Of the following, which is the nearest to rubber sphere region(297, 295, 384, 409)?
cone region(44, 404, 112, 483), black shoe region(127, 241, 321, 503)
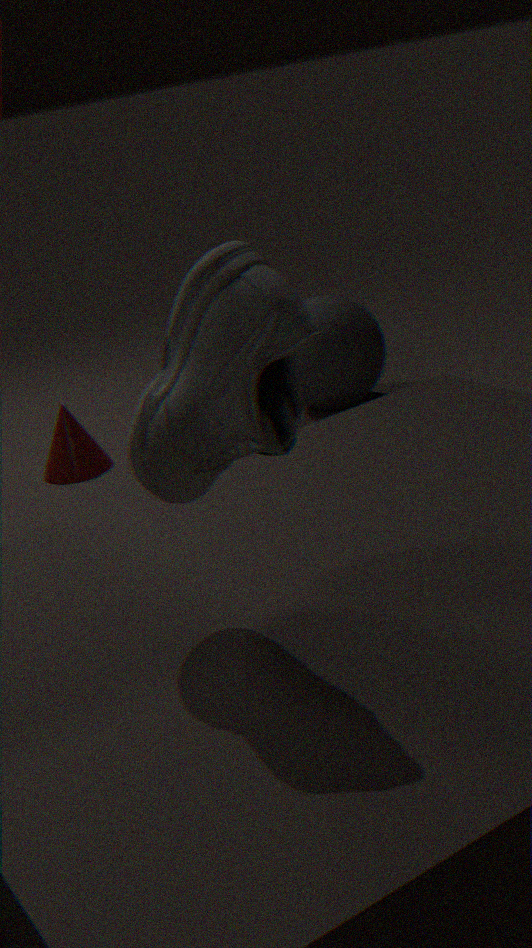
cone region(44, 404, 112, 483)
